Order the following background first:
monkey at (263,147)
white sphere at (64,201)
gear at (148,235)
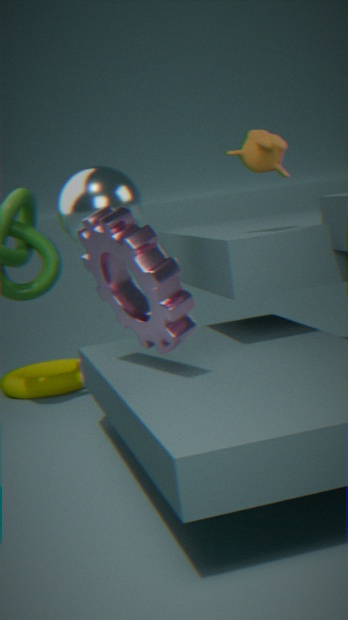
1. white sphere at (64,201)
2. monkey at (263,147)
3. gear at (148,235)
